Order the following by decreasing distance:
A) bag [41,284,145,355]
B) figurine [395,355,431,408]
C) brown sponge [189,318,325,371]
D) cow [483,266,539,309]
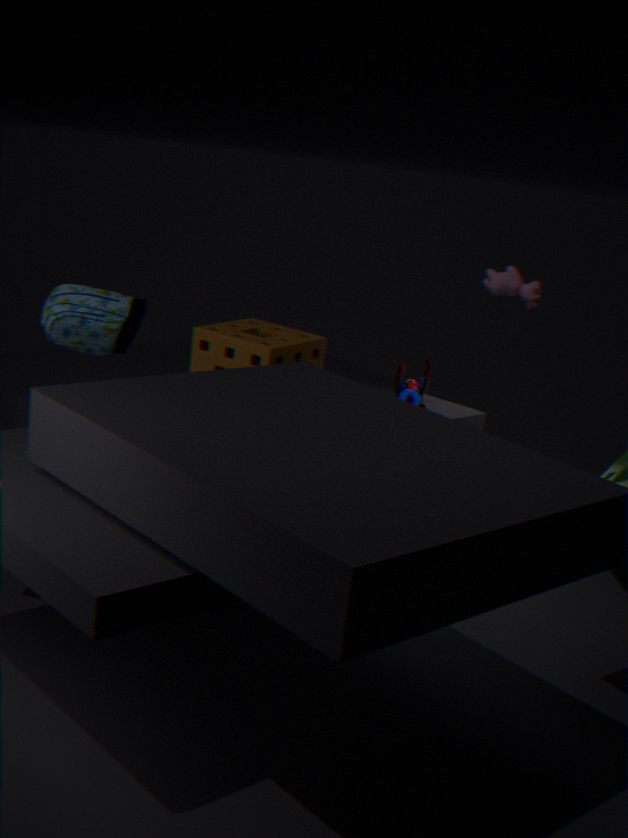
cow [483,266,539,309] → figurine [395,355,431,408] → brown sponge [189,318,325,371] → bag [41,284,145,355]
